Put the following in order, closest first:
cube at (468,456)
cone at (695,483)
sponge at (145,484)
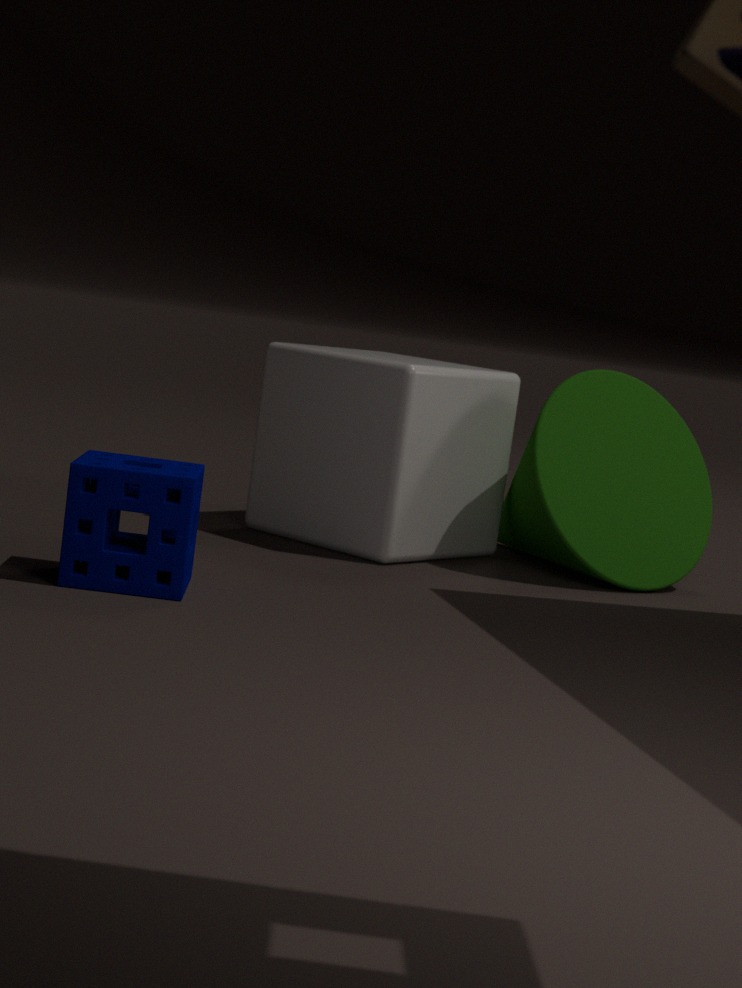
sponge at (145,484)
cube at (468,456)
cone at (695,483)
